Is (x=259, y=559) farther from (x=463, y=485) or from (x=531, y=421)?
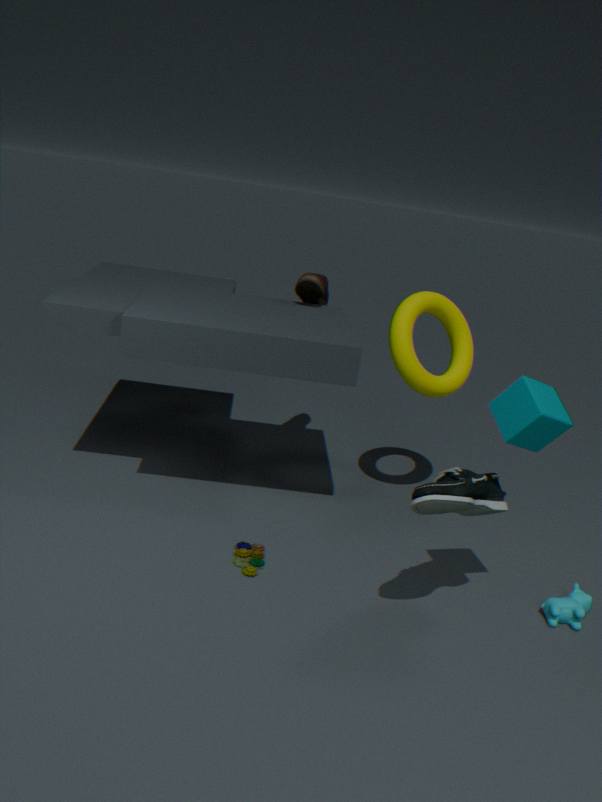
(x=531, y=421)
